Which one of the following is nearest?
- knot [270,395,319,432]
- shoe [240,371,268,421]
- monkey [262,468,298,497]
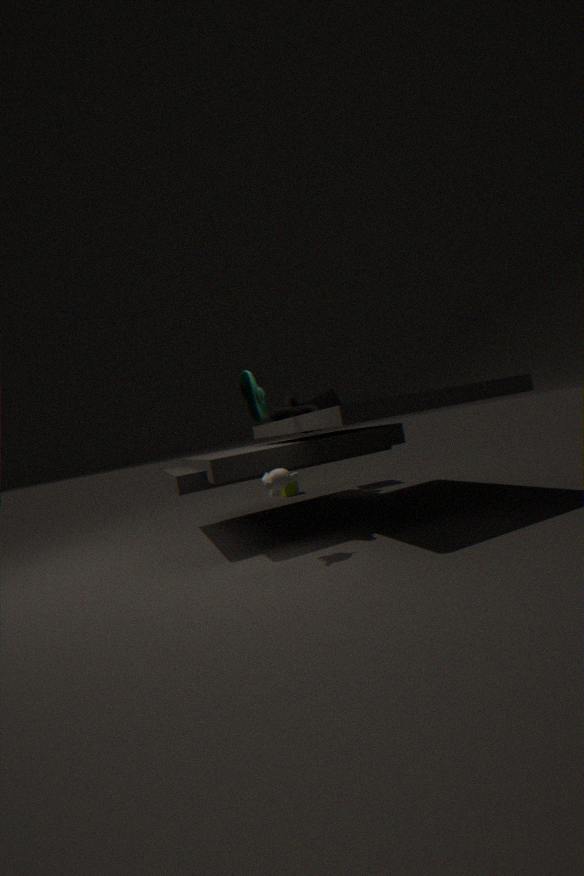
monkey [262,468,298,497]
